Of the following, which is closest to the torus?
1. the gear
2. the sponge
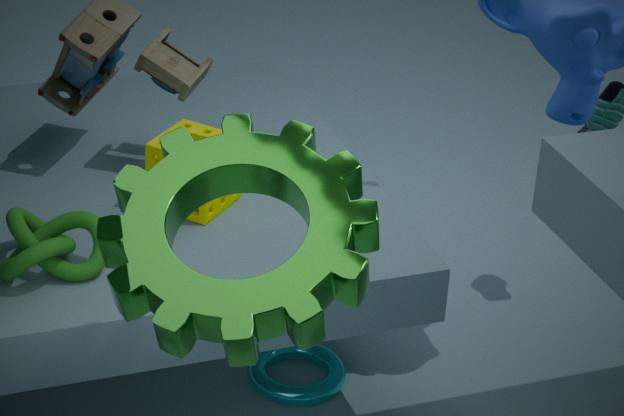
the sponge
